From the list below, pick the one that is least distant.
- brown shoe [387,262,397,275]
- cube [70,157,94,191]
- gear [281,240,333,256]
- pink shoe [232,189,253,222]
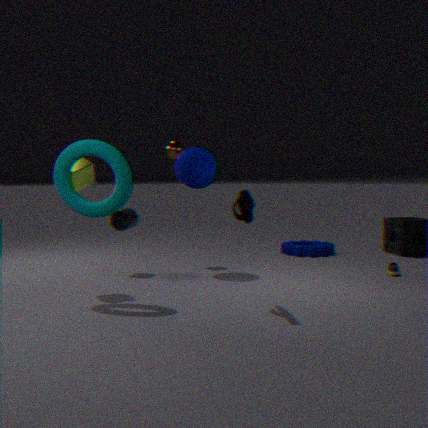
pink shoe [232,189,253,222]
